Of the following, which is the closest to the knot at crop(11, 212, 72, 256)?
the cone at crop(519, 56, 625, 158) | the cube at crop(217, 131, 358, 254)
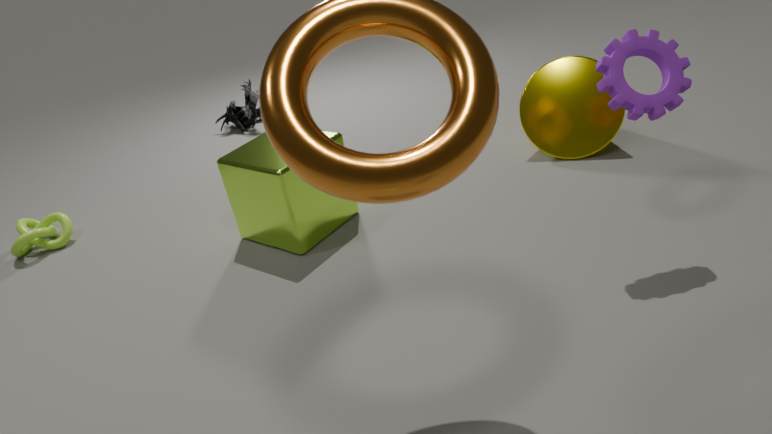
the cube at crop(217, 131, 358, 254)
